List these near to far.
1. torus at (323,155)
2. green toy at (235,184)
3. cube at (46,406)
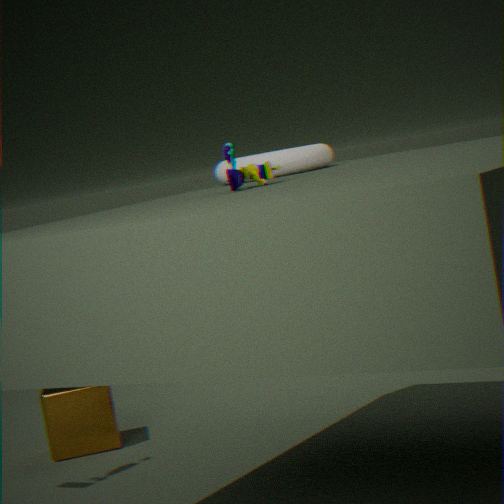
1. green toy at (235,184)
2. torus at (323,155)
3. cube at (46,406)
